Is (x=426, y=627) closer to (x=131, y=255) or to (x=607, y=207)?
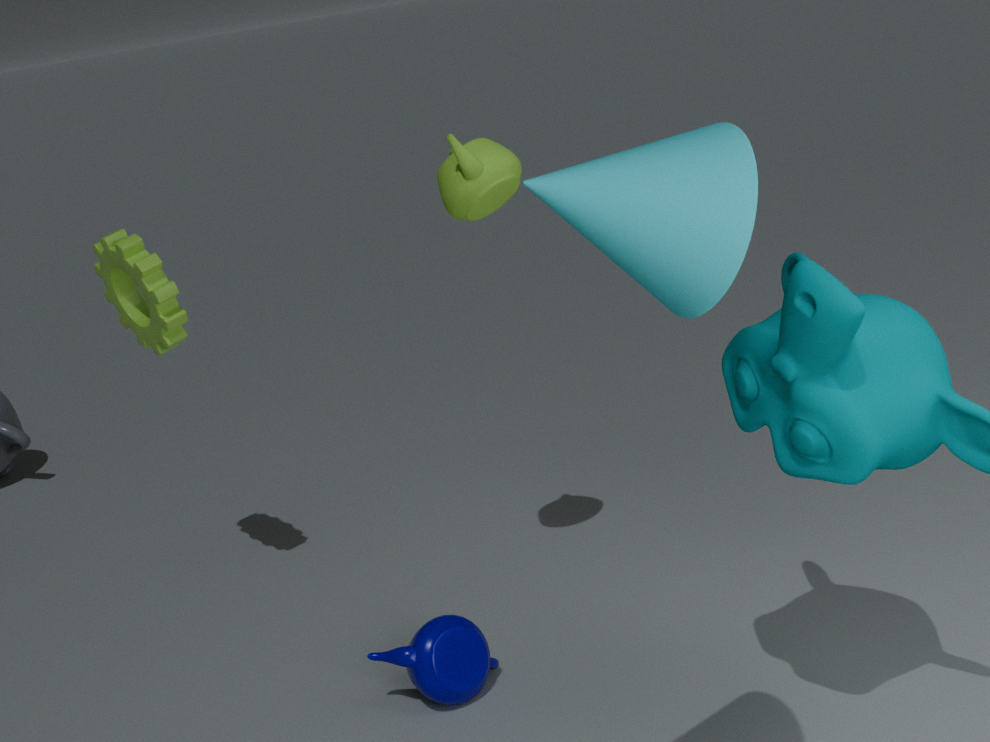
(x=131, y=255)
